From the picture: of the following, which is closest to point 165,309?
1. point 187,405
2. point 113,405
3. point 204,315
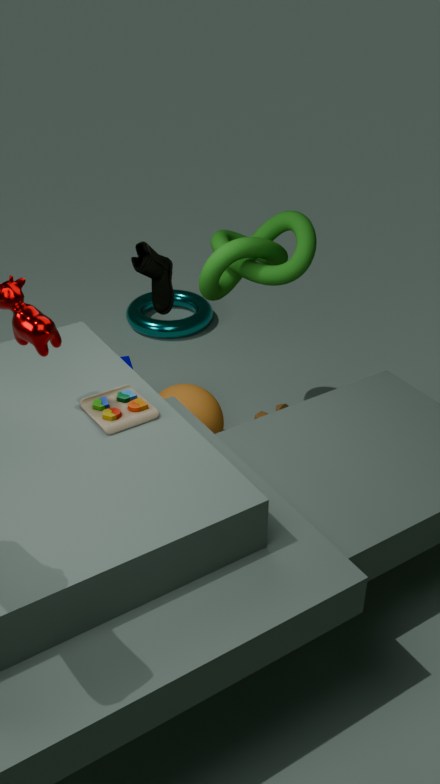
point 113,405
